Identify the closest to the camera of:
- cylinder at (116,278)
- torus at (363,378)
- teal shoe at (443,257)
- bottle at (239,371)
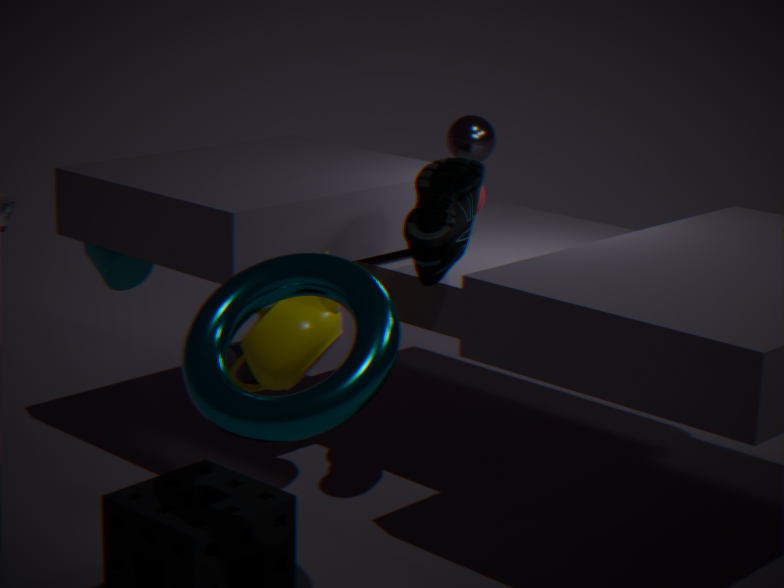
torus at (363,378)
